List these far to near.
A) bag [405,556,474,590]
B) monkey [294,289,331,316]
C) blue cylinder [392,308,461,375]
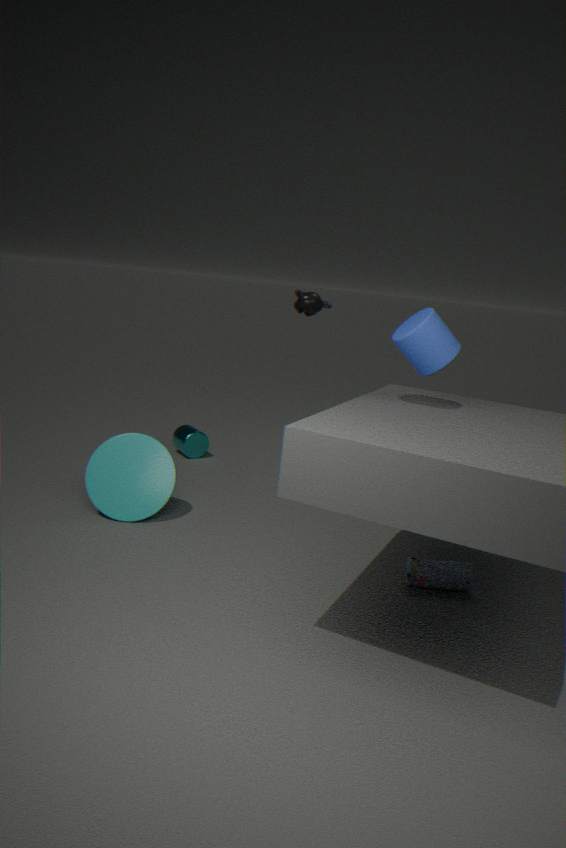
monkey [294,289,331,316] < bag [405,556,474,590] < blue cylinder [392,308,461,375]
